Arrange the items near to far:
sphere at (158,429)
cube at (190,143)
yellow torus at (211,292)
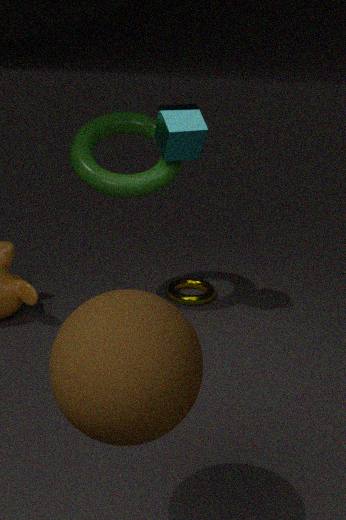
sphere at (158,429), cube at (190,143), yellow torus at (211,292)
